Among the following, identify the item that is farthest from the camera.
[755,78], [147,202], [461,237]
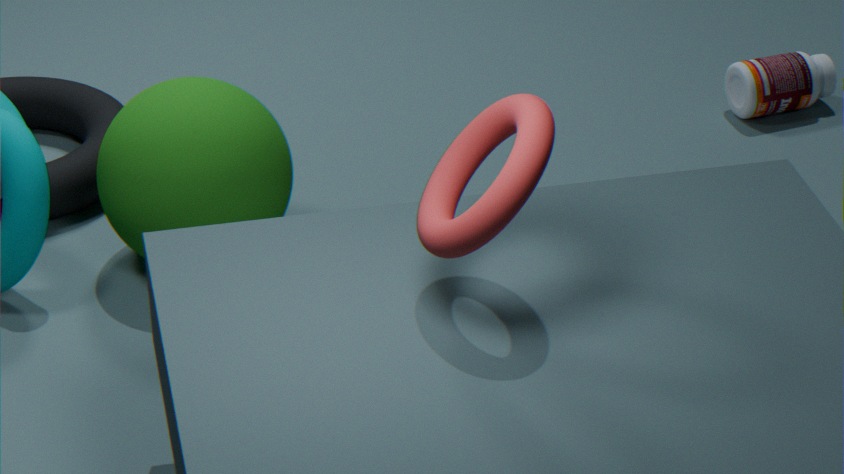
[755,78]
